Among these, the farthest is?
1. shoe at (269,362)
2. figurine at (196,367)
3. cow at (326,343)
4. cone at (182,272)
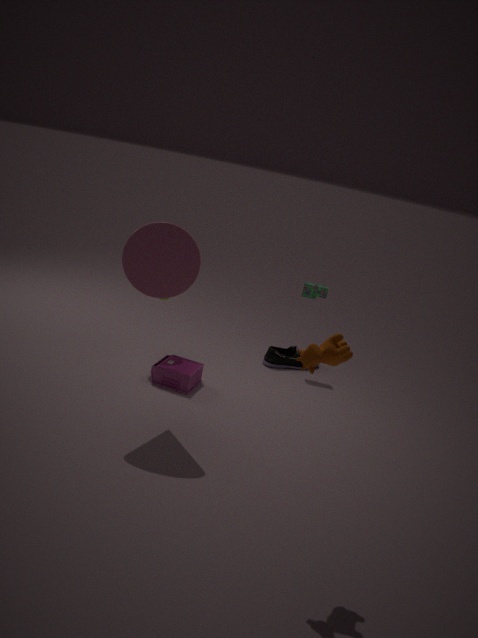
shoe at (269,362)
